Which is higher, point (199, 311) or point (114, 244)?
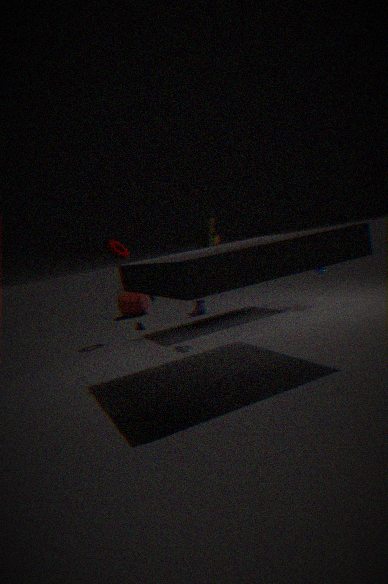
point (114, 244)
